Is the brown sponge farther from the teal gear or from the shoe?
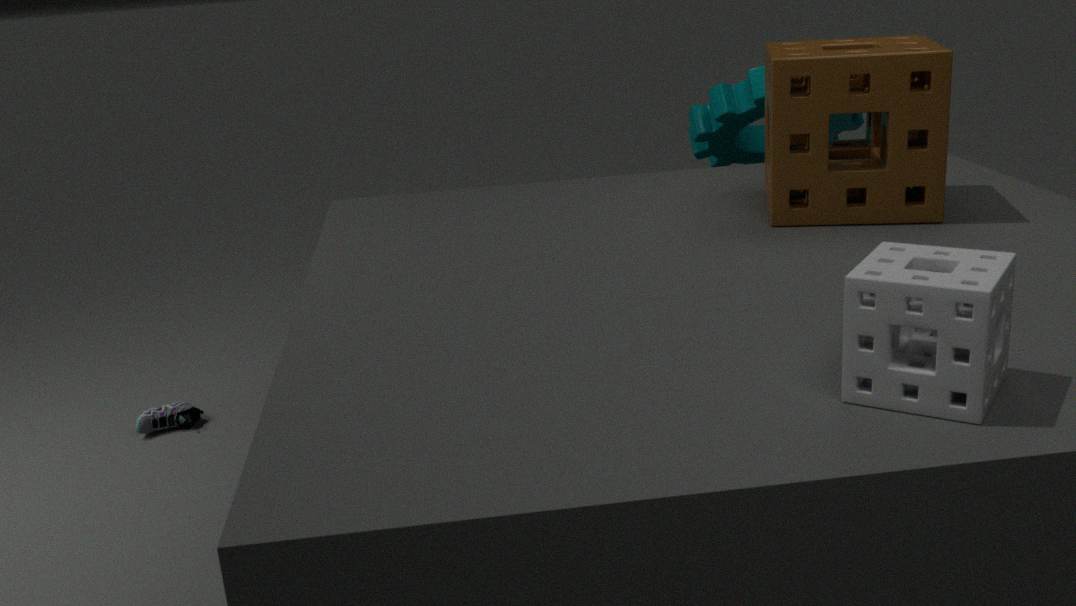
the shoe
